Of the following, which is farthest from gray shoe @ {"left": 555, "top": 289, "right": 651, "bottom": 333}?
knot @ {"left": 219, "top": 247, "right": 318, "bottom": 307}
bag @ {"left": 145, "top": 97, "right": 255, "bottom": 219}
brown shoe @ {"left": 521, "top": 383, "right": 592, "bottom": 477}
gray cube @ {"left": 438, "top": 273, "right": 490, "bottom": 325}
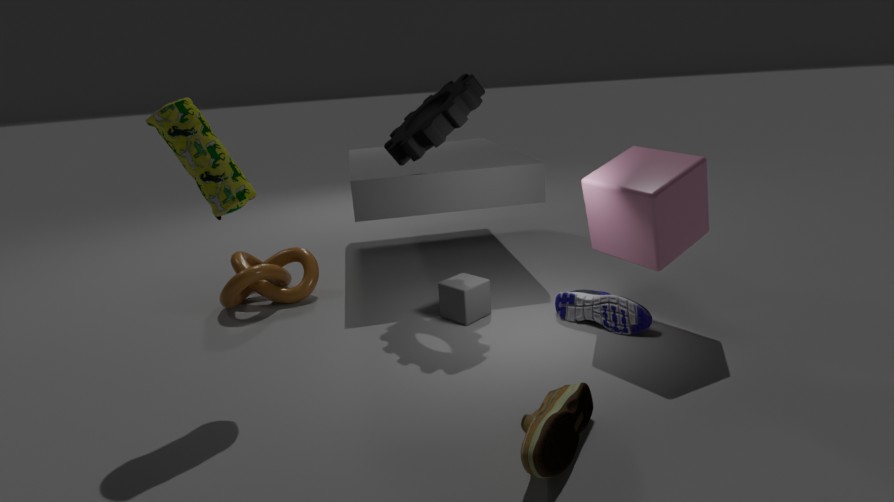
bag @ {"left": 145, "top": 97, "right": 255, "bottom": 219}
